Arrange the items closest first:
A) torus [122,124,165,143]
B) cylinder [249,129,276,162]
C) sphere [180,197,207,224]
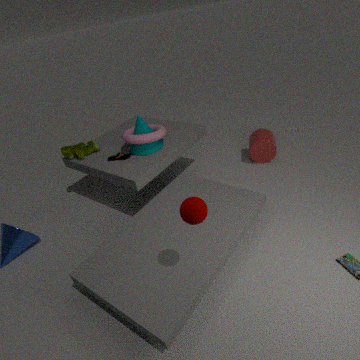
sphere [180,197,207,224], torus [122,124,165,143], cylinder [249,129,276,162]
